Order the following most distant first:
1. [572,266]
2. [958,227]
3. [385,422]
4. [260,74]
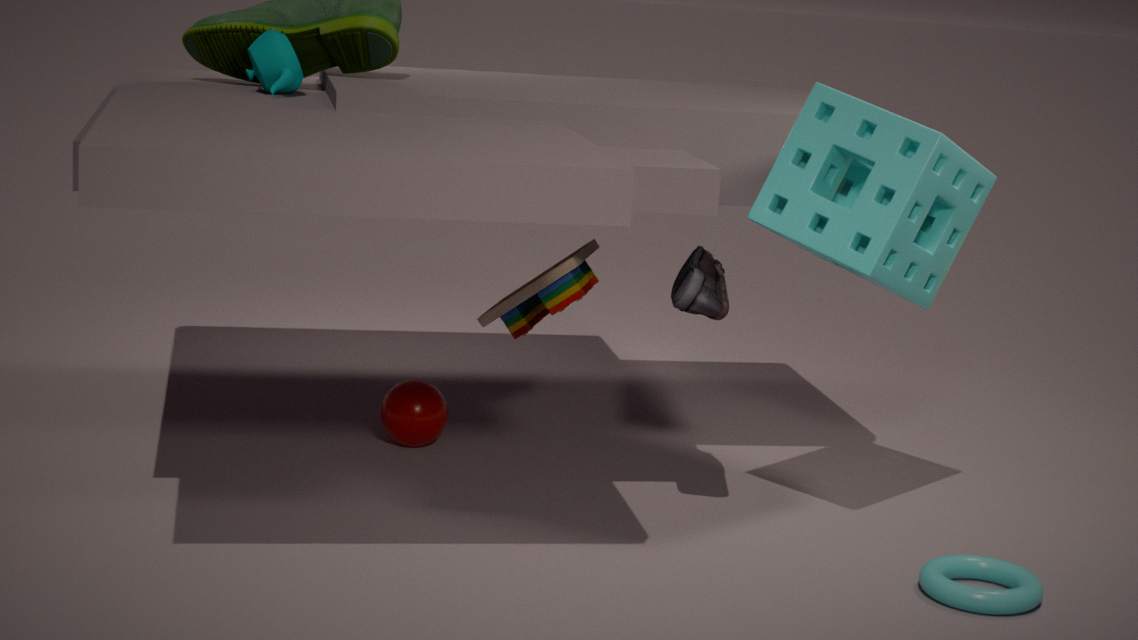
[385,422] → [260,74] → [572,266] → [958,227]
